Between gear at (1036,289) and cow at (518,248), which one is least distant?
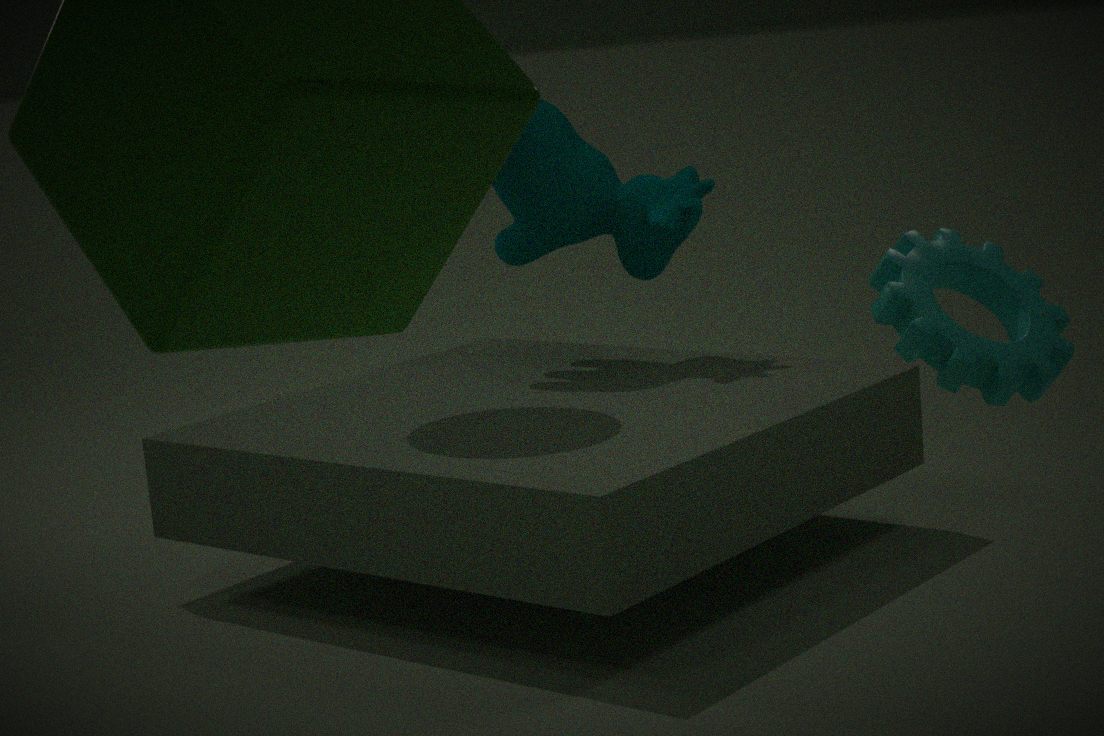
gear at (1036,289)
